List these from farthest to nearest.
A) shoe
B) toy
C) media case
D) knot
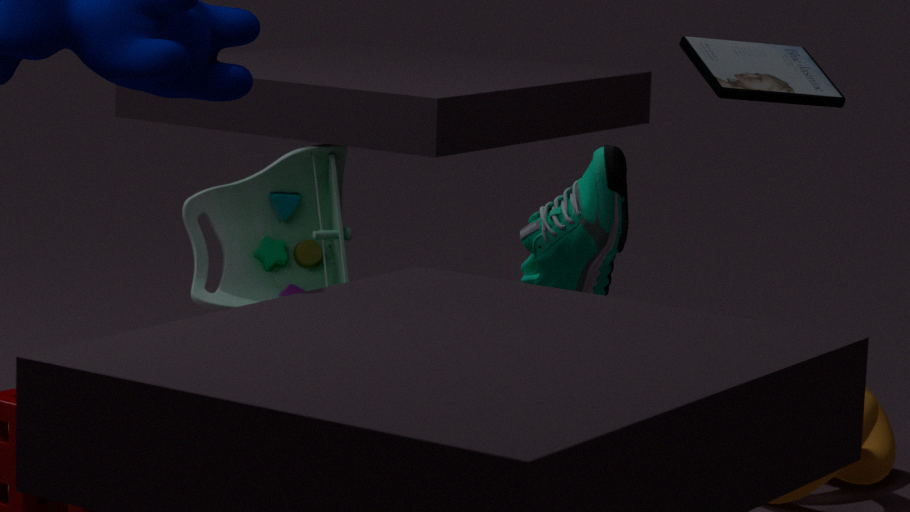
1. toy
2. knot
3. media case
4. shoe
